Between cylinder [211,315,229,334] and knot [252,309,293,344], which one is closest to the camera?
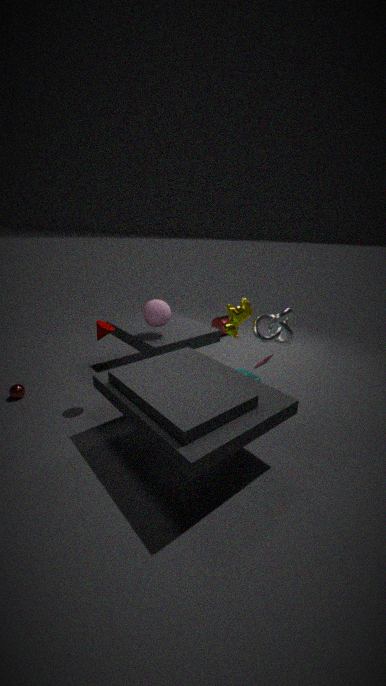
knot [252,309,293,344]
